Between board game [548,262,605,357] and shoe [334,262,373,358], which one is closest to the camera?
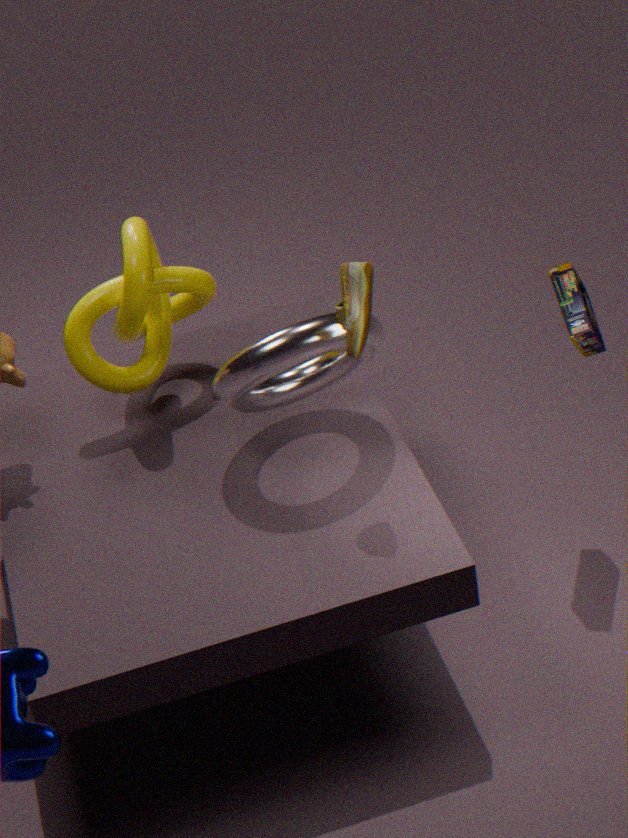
shoe [334,262,373,358]
